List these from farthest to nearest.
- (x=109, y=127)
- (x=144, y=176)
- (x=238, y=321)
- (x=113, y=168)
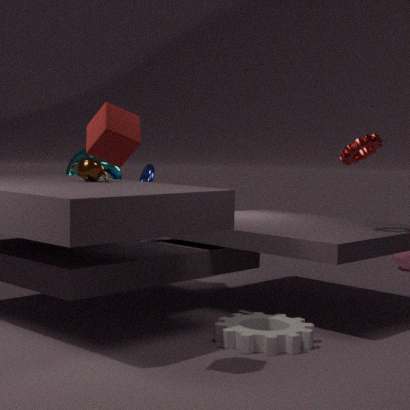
(x=144, y=176)
(x=113, y=168)
(x=238, y=321)
(x=109, y=127)
